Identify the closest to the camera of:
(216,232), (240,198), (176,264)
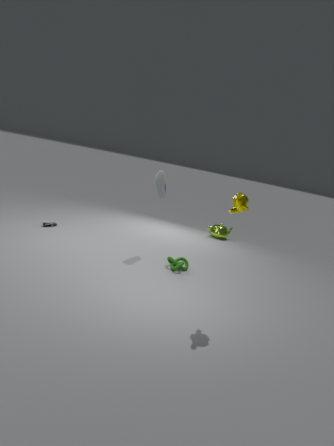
(240,198)
